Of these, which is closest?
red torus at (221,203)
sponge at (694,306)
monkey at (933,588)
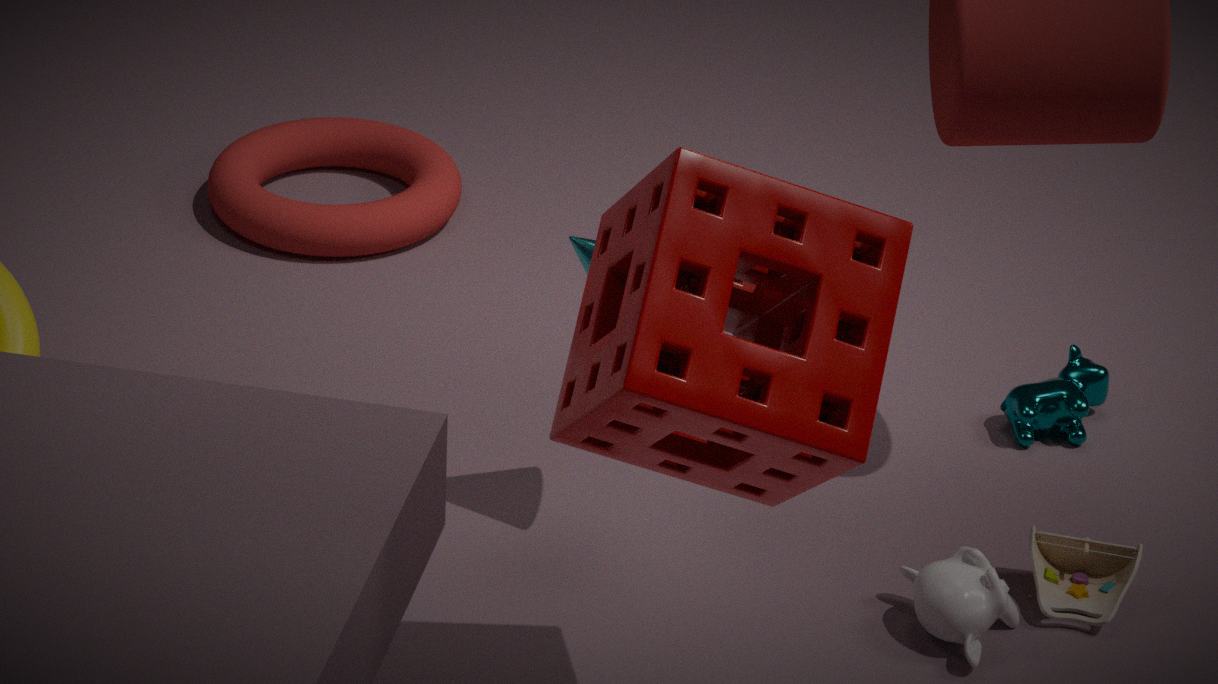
sponge at (694,306)
